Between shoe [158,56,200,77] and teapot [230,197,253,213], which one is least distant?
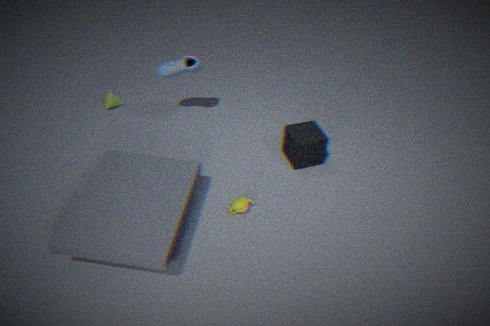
teapot [230,197,253,213]
